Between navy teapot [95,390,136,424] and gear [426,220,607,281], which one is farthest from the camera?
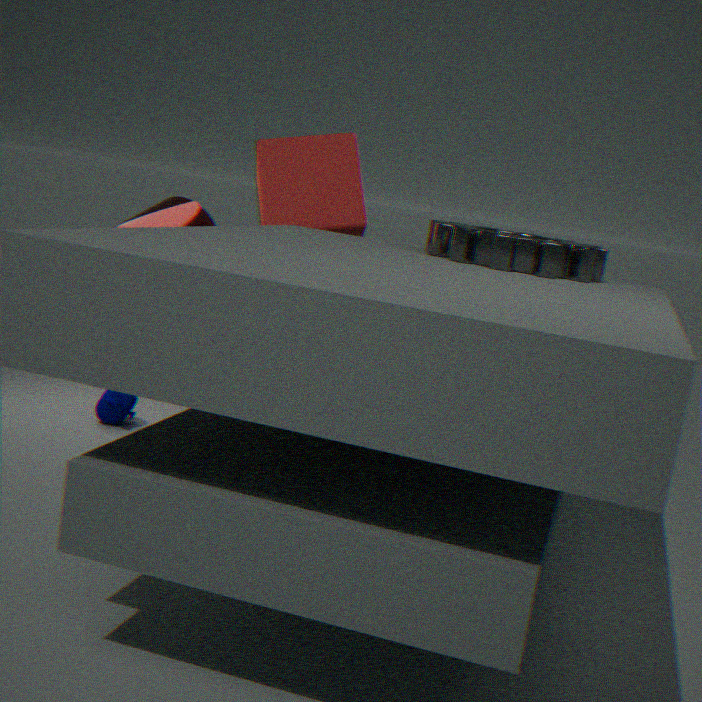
navy teapot [95,390,136,424]
